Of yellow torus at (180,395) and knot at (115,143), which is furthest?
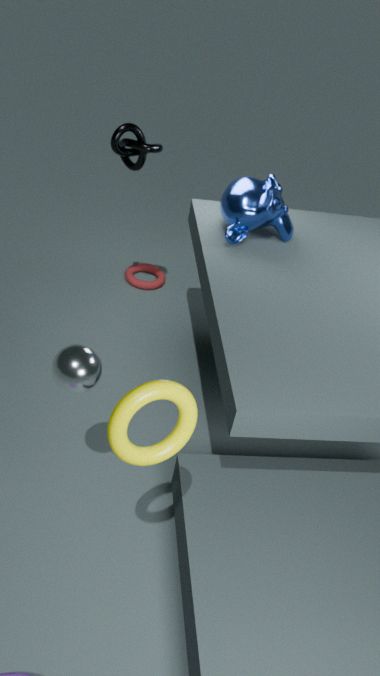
knot at (115,143)
